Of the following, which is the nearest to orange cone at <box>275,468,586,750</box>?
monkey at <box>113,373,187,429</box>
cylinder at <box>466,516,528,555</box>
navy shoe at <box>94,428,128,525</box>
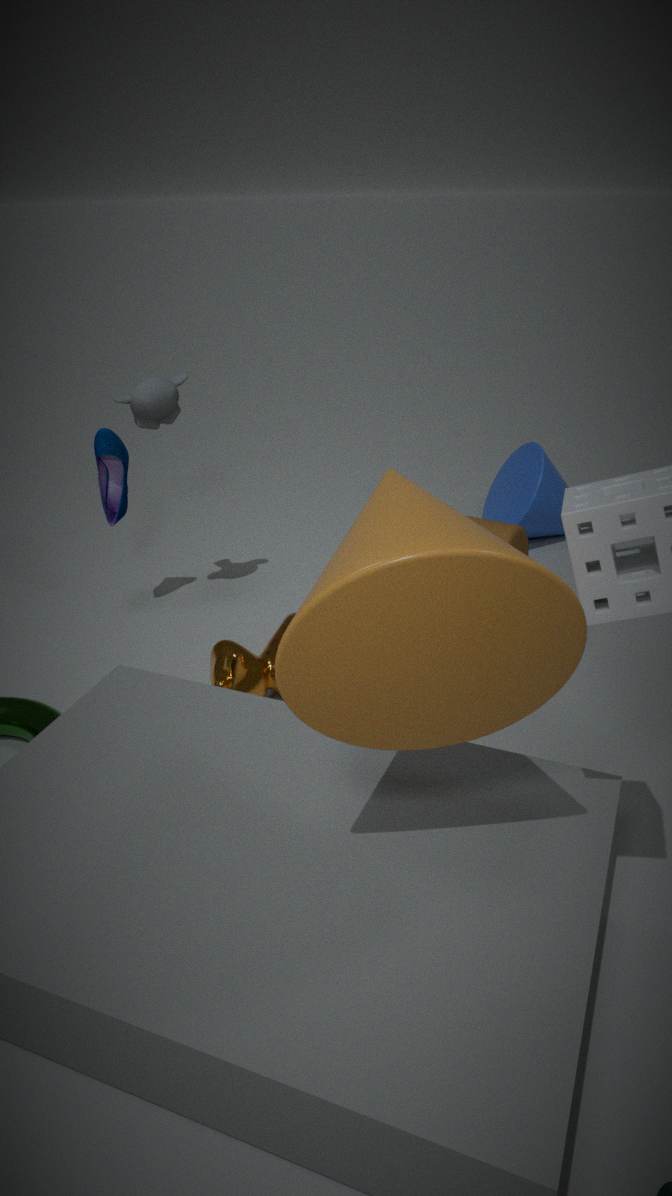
cylinder at <box>466,516,528,555</box>
